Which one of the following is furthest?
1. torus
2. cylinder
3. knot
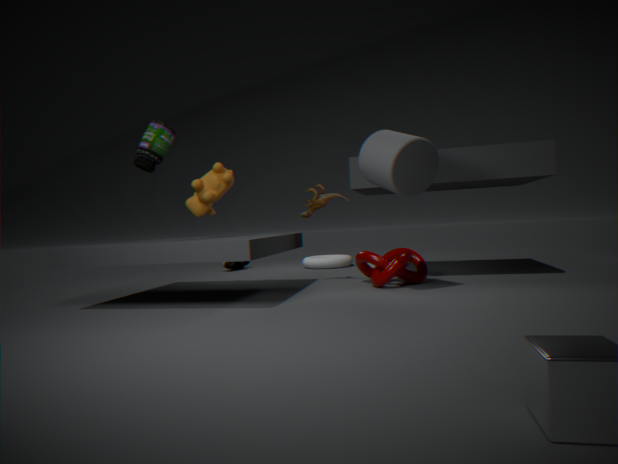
torus
